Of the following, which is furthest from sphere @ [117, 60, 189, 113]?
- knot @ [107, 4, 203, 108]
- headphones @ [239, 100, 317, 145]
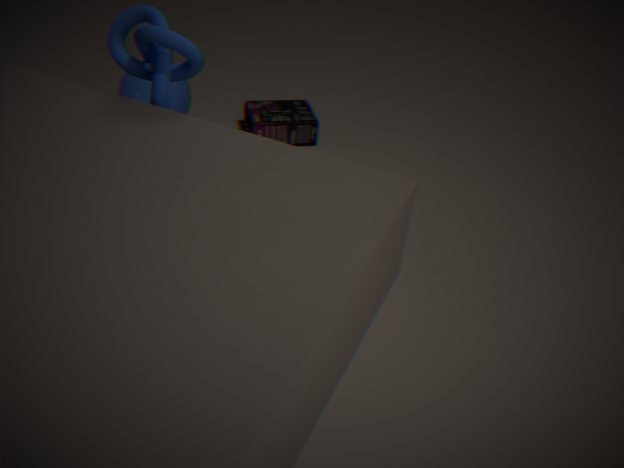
knot @ [107, 4, 203, 108]
